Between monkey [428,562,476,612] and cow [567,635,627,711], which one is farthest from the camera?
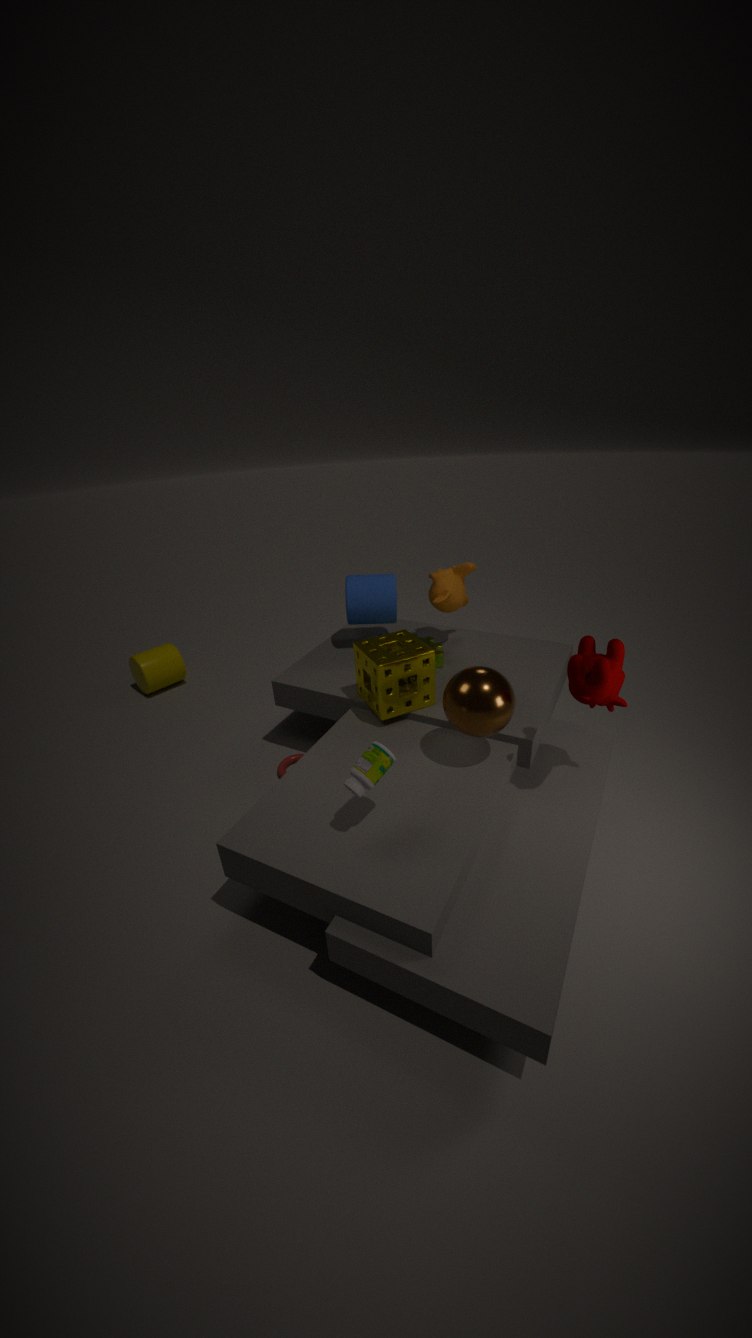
monkey [428,562,476,612]
